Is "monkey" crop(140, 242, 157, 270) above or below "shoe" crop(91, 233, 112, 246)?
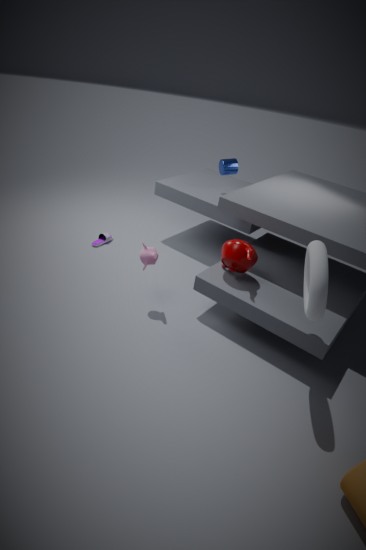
above
